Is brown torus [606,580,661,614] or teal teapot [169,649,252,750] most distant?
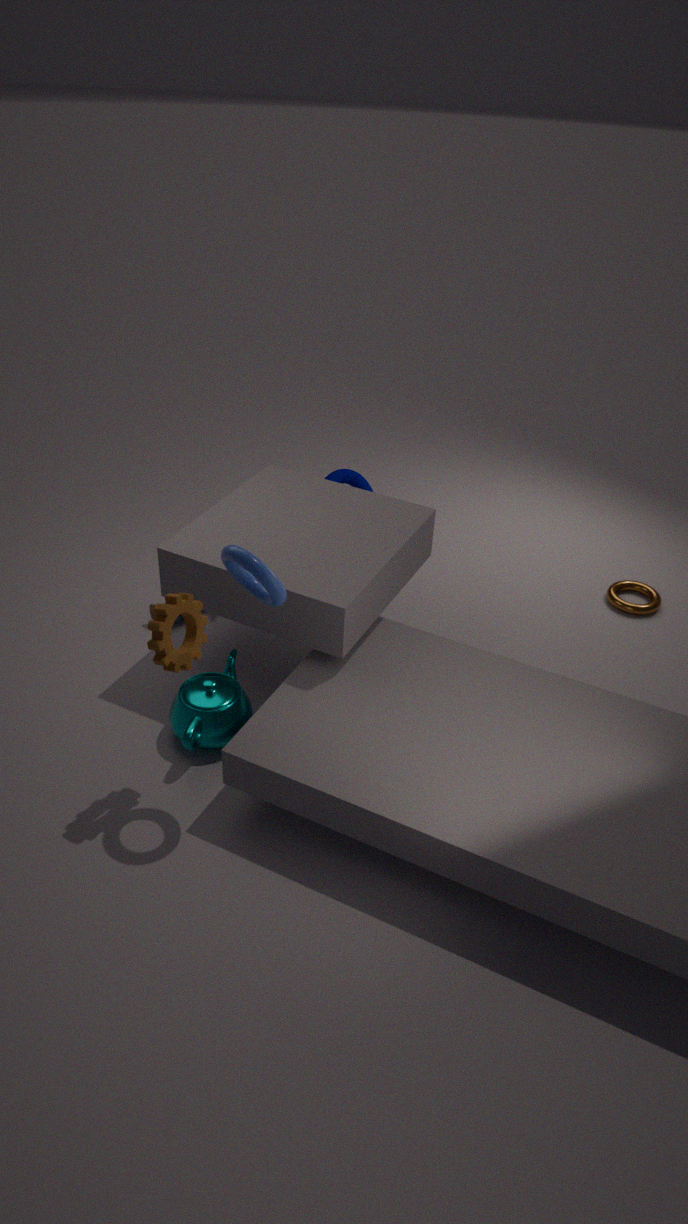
brown torus [606,580,661,614]
